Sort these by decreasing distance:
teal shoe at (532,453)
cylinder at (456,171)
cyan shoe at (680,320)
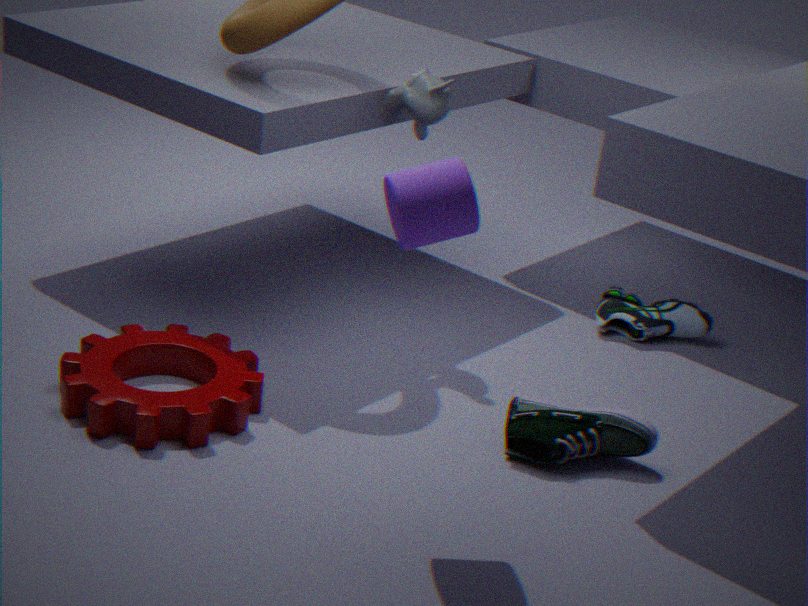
cyan shoe at (680,320) → teal shoe at (532,453) → cylinder at (456,171)
